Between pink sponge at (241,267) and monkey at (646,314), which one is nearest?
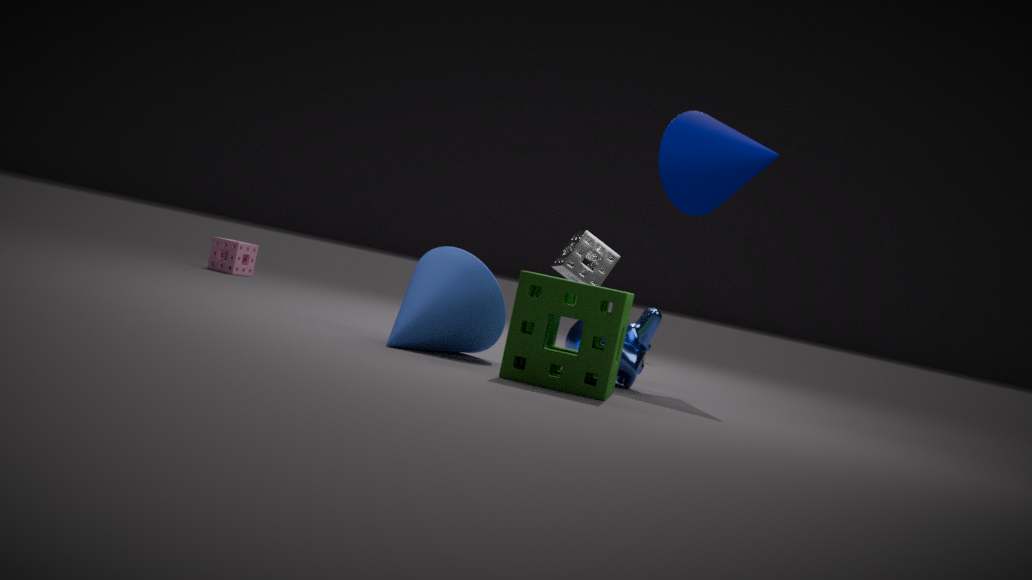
monkey at (646,314)
